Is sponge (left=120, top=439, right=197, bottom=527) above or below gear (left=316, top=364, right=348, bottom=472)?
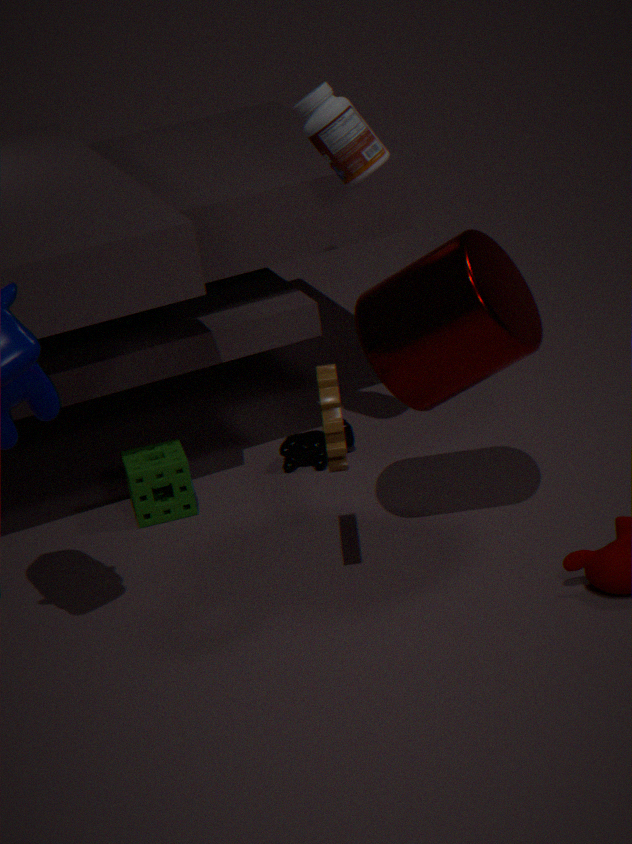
below
